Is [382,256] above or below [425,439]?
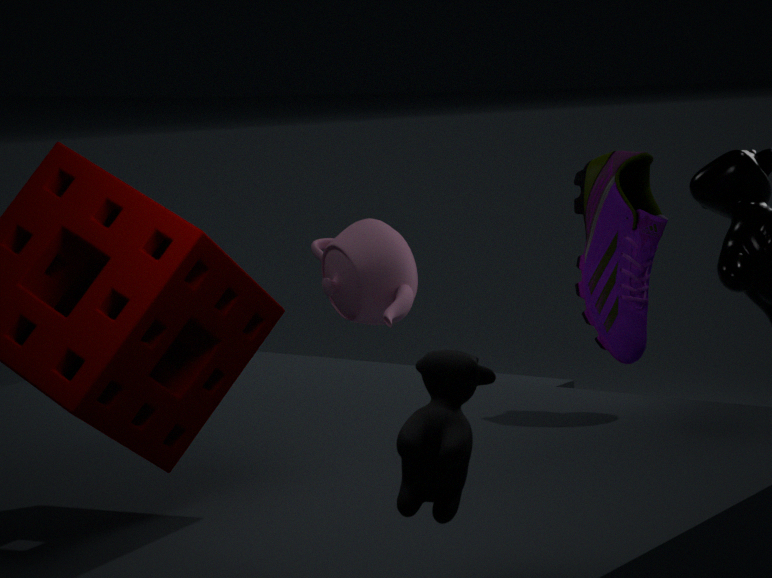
below
